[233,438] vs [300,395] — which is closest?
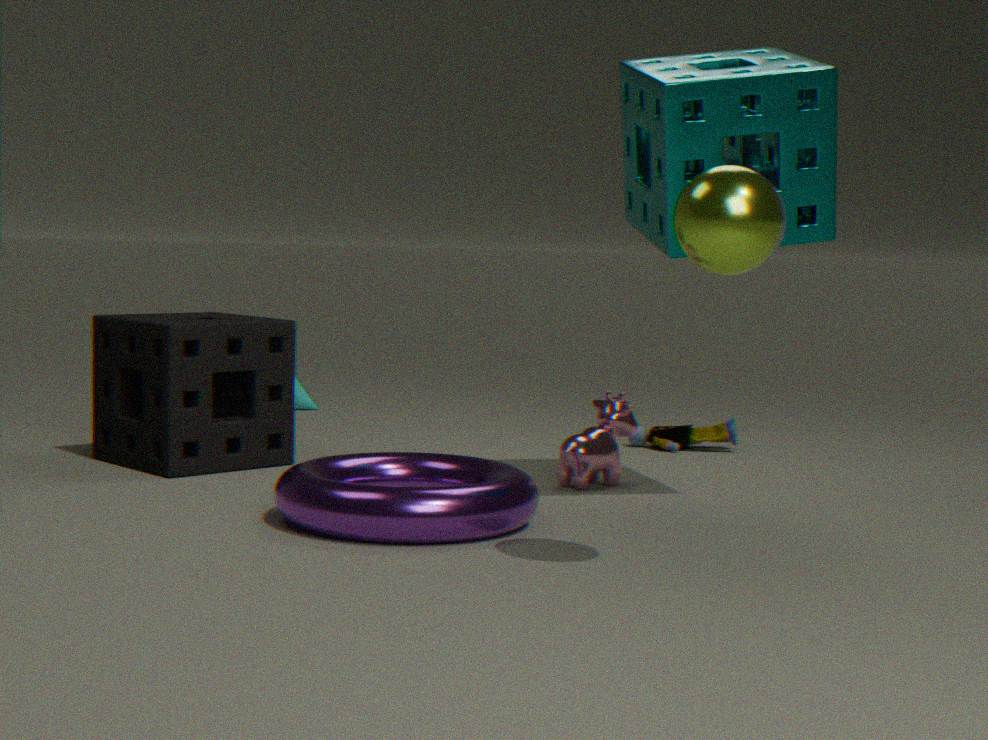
[233,438]
